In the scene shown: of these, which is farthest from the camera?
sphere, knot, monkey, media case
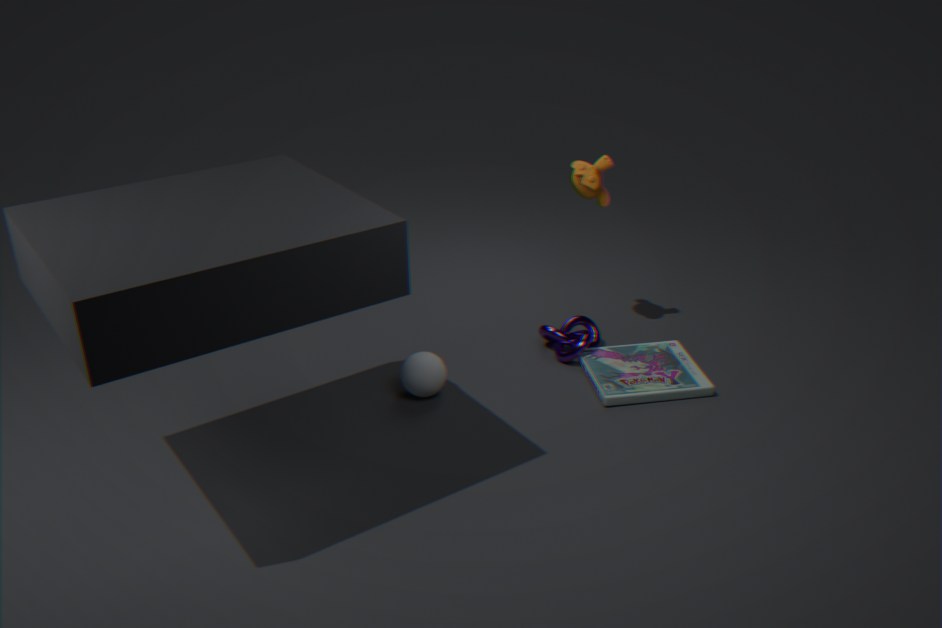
monkey
